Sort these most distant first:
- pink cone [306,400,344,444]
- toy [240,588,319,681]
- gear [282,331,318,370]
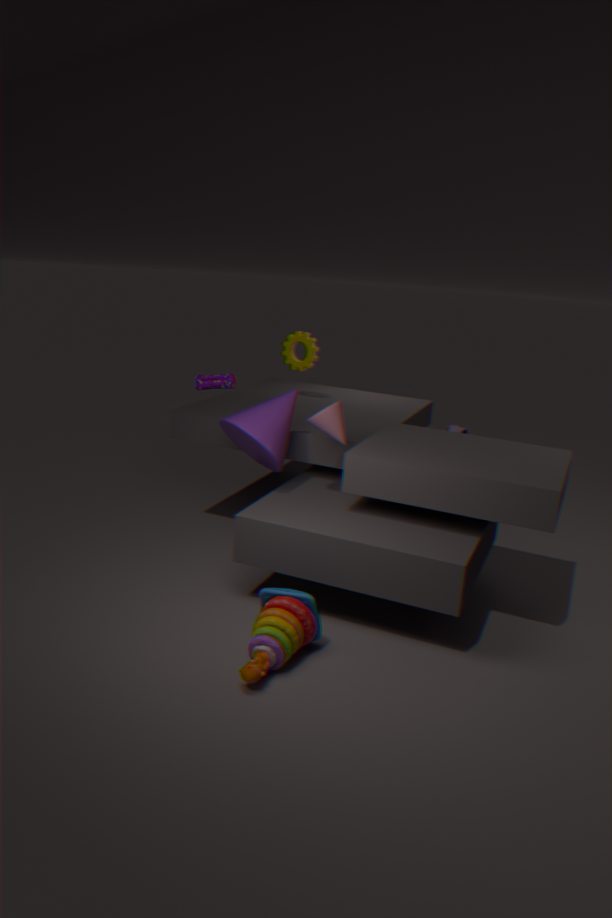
gear [282,331,318,370]
pink cone [306,400,344,444]
toy [240,588,319,681]
